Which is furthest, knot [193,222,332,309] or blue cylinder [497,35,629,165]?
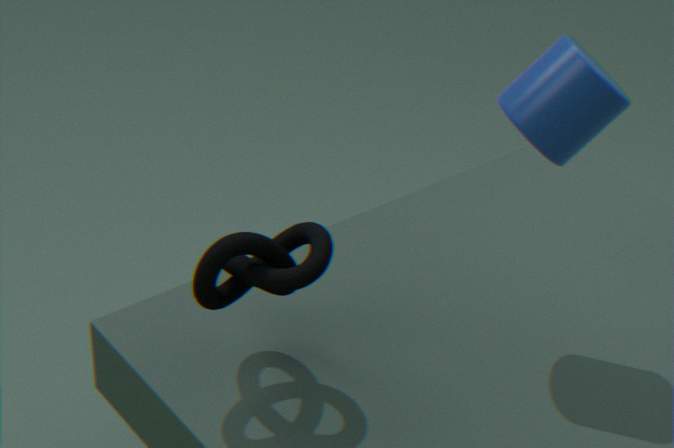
blue cylinder [497,35,629,165]
